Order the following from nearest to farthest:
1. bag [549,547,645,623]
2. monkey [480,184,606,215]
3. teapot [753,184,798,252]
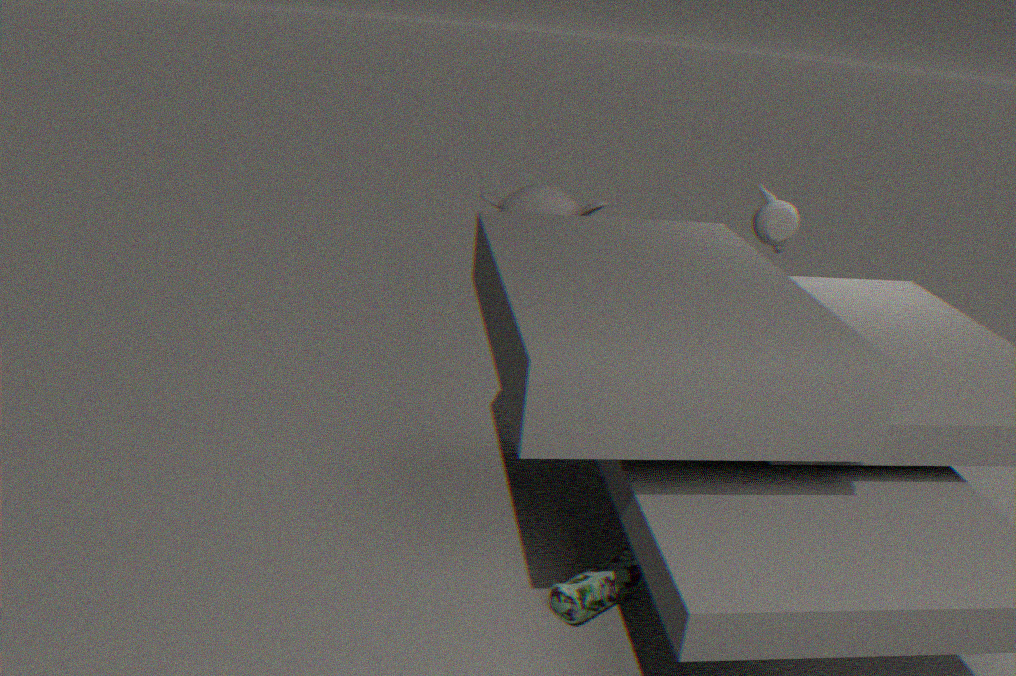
bag [549,547,645,623] → teapot [753,184,798,252] → monkey [480,184,606,215]
